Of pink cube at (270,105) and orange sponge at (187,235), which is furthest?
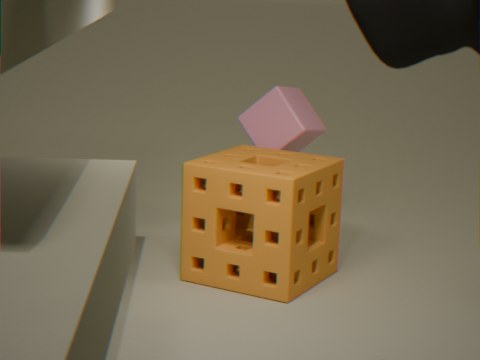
pink cube at (270,105)
